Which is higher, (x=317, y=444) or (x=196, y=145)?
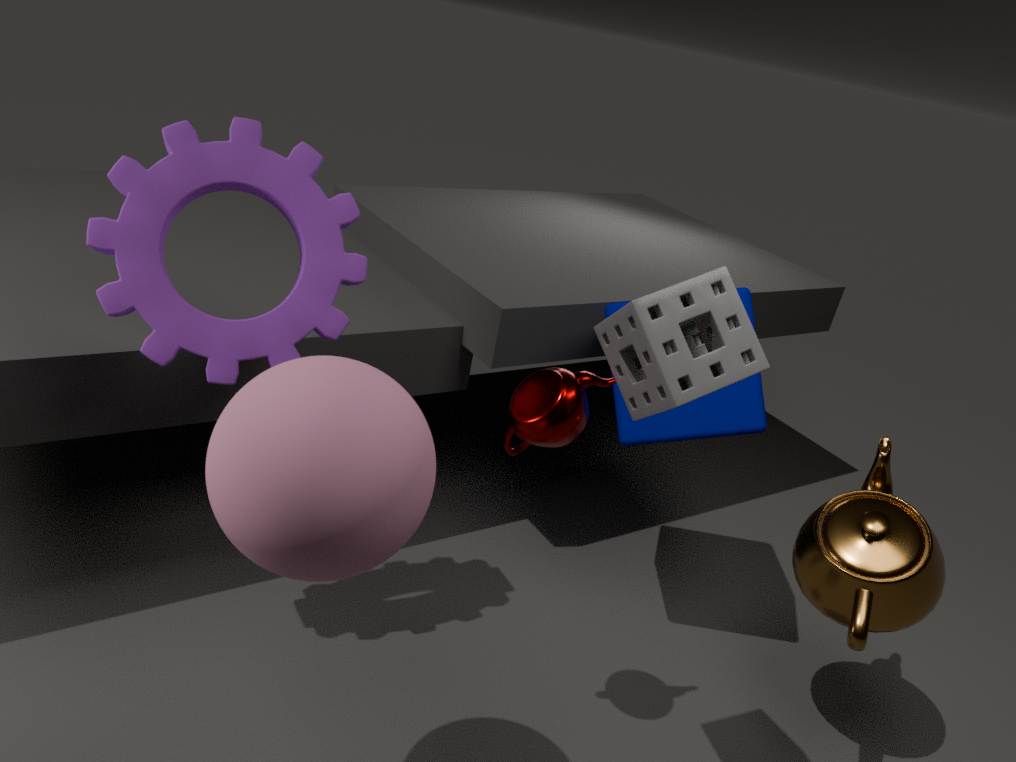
(x=196, y=145)
